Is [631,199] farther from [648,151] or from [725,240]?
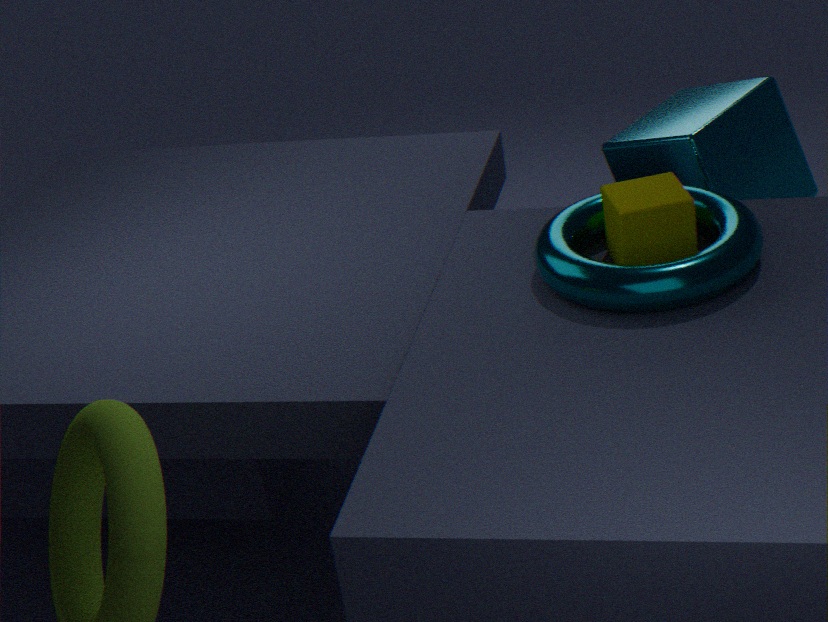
[648,151]
